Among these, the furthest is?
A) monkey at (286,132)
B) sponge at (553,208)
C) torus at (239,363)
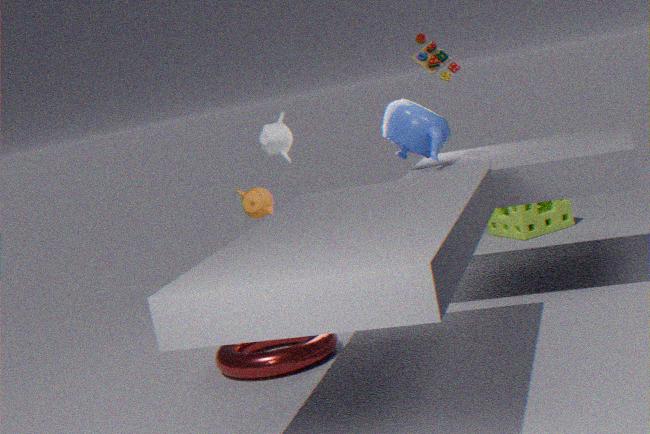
sponge at (553,208)
